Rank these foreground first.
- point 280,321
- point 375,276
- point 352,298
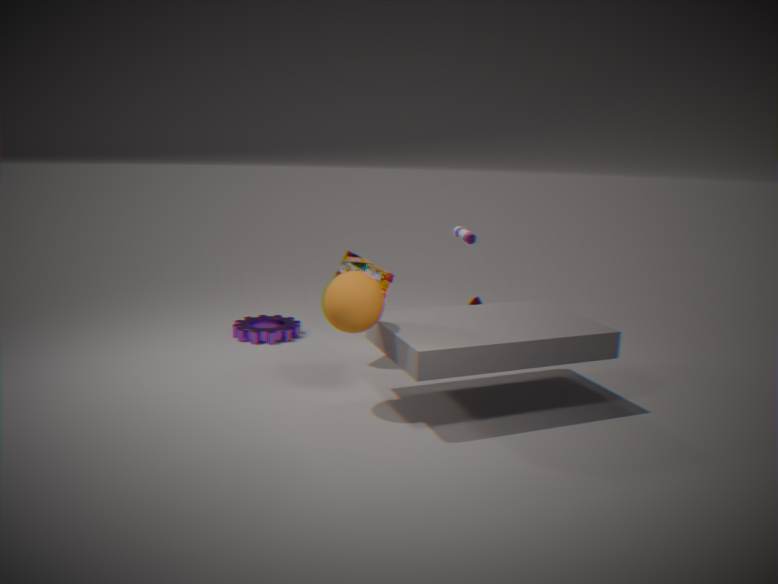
point 352,298, point 375,276, point 280,321
